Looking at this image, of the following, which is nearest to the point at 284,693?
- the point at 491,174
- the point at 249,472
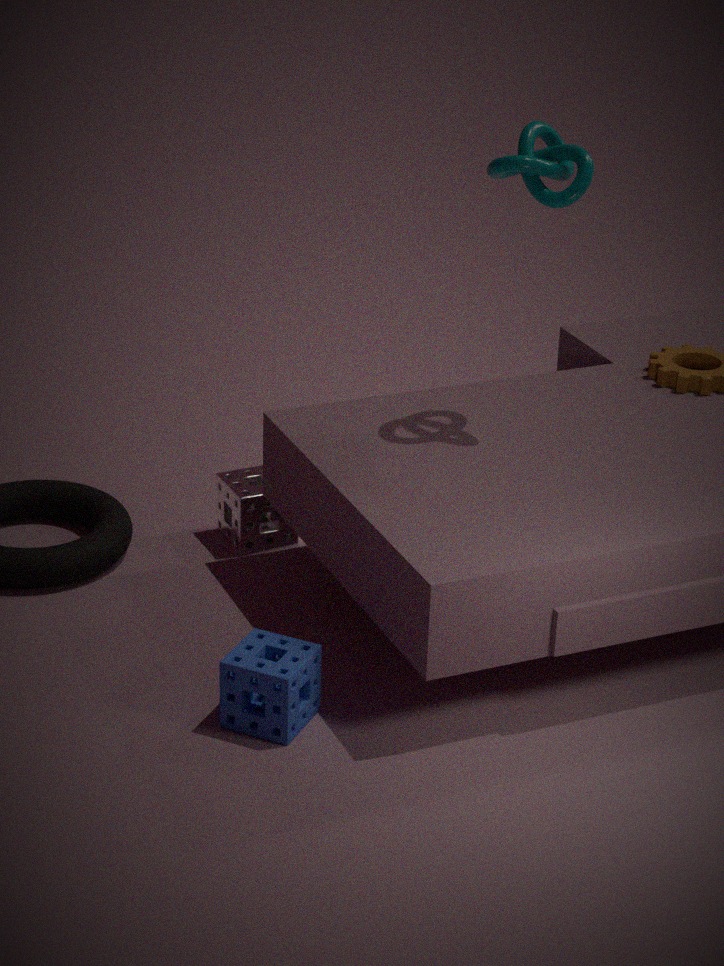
the point at 249,472
